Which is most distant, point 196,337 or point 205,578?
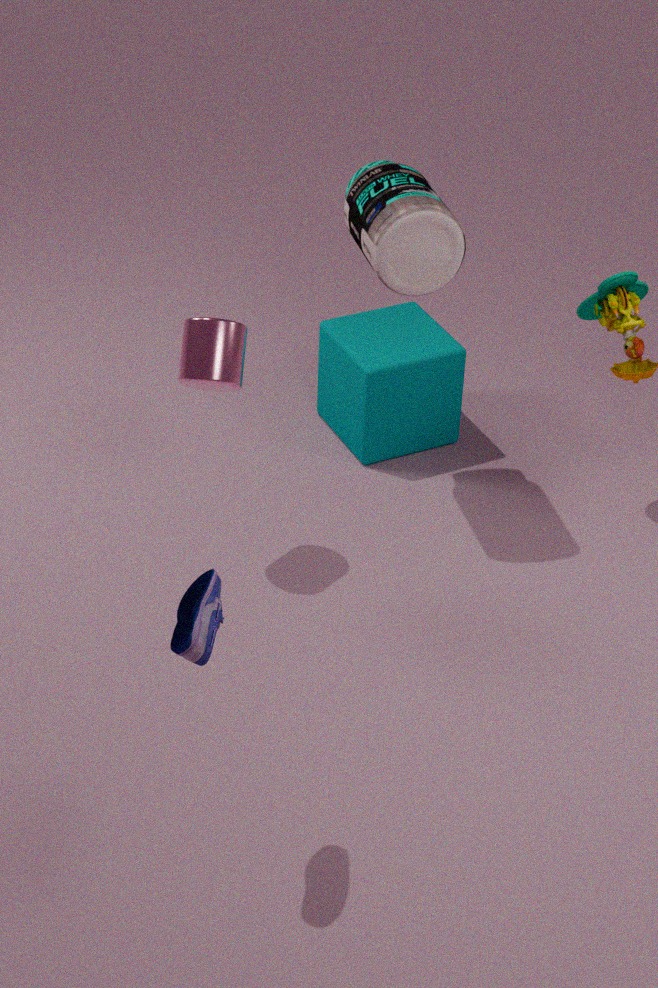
point 196,337
